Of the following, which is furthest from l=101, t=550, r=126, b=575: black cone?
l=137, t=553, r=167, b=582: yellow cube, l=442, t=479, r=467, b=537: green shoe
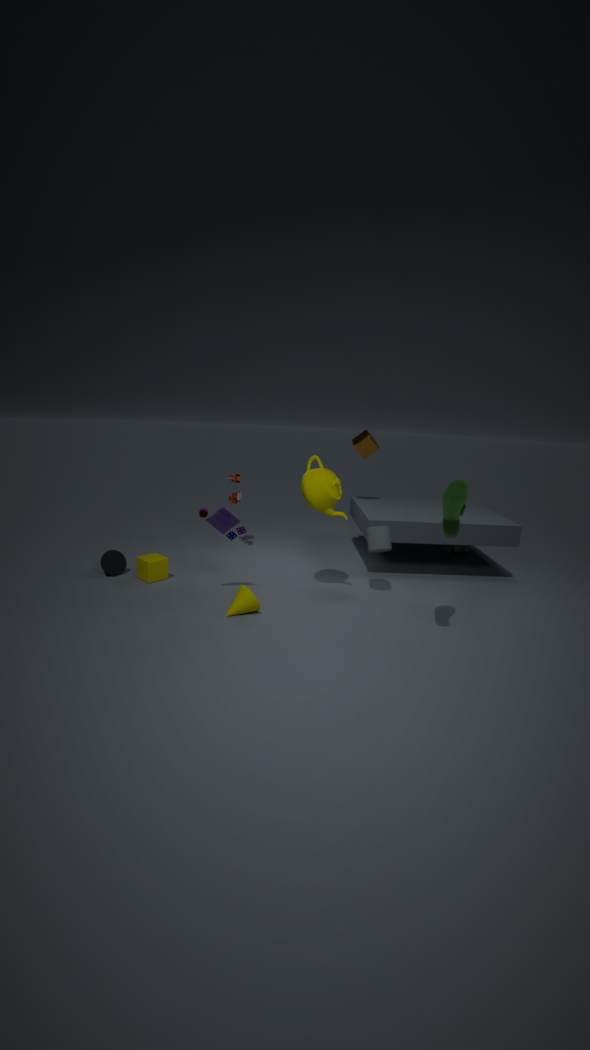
l=442, t=479, r=467, b=537: green shoe
